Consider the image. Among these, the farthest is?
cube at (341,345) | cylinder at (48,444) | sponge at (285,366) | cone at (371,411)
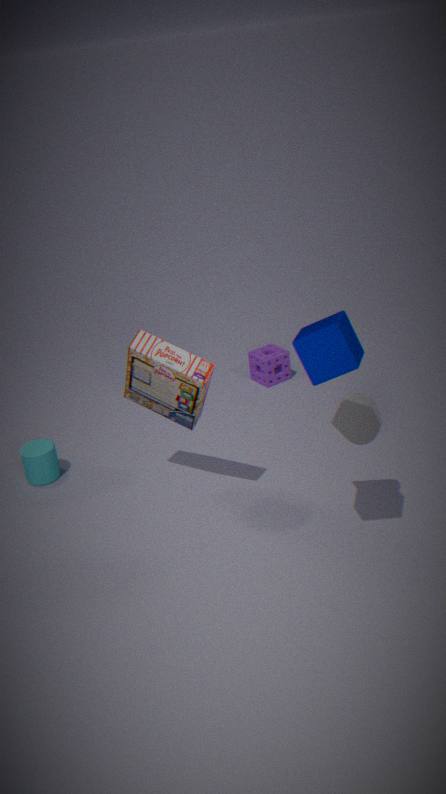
sponge at (285,366)
